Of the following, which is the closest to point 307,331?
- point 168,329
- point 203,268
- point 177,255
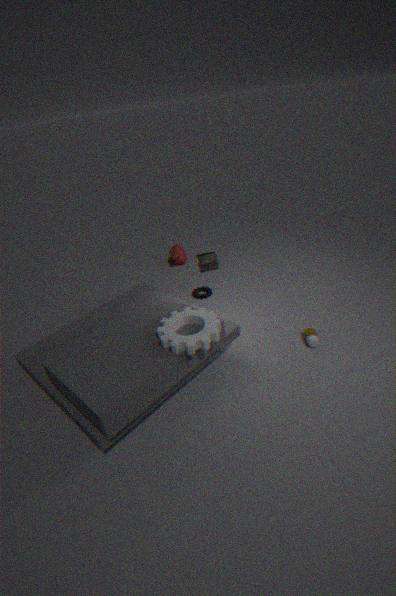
point 203,268
